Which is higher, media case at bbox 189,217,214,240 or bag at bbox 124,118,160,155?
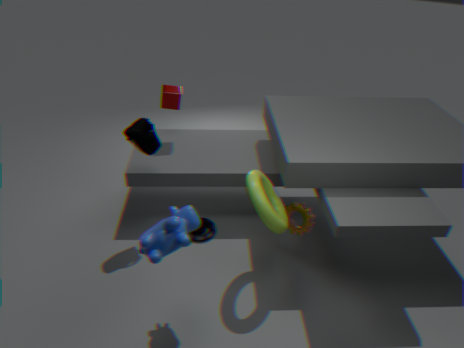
bag at bbox 124,118,160,155
